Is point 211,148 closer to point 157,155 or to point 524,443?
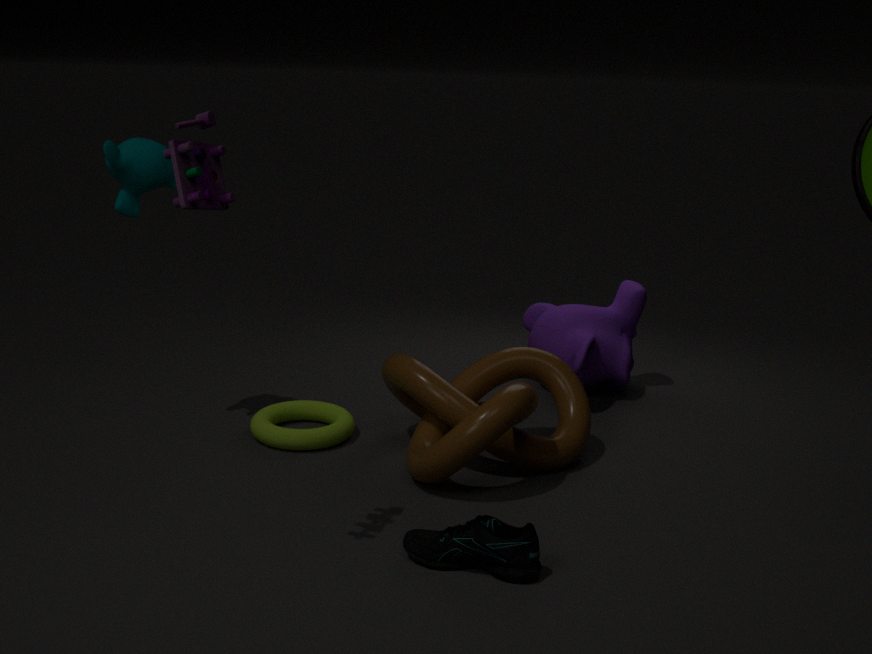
point 157,155
